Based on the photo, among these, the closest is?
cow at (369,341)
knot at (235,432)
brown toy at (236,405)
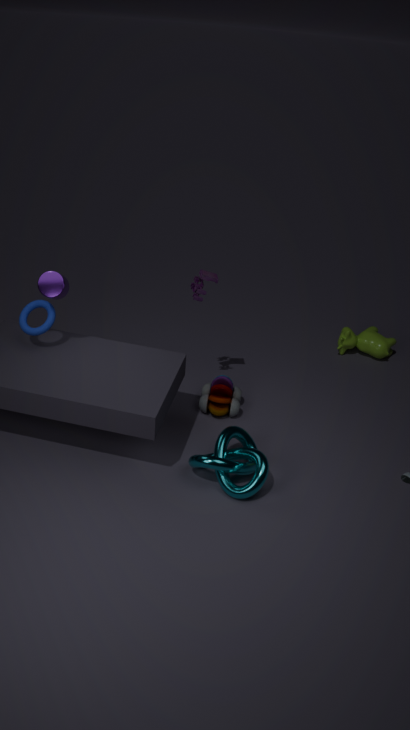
knot at (235,432)
